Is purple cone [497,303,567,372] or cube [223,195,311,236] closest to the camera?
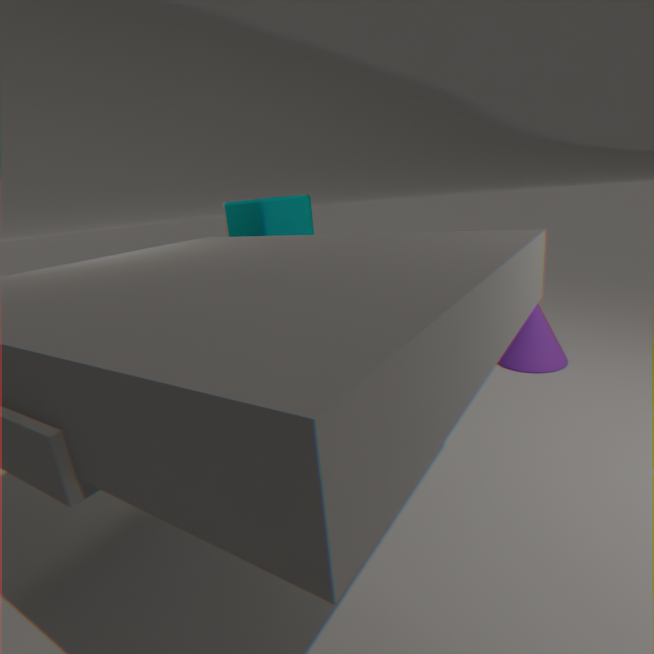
cube [223,195,311,236]
